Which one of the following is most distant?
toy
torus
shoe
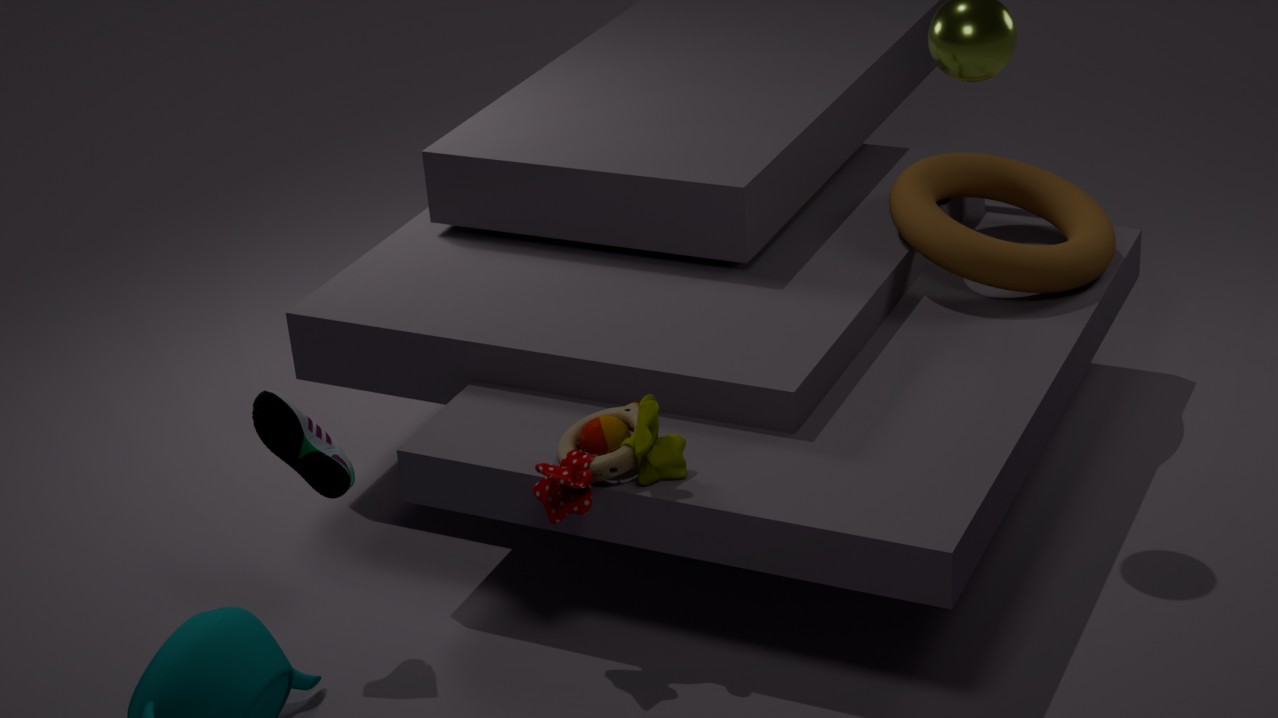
torus
